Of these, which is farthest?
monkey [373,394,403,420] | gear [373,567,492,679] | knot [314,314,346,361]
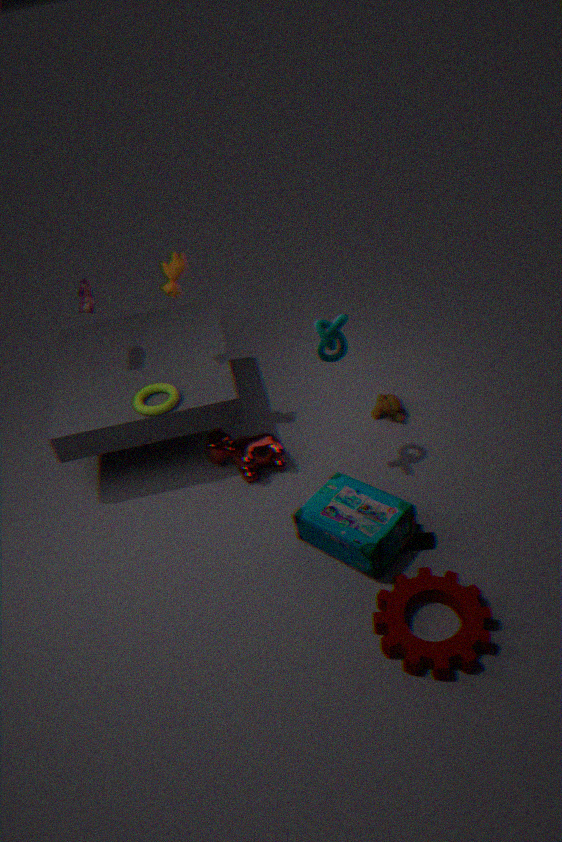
monkey [373,394,403,420]
